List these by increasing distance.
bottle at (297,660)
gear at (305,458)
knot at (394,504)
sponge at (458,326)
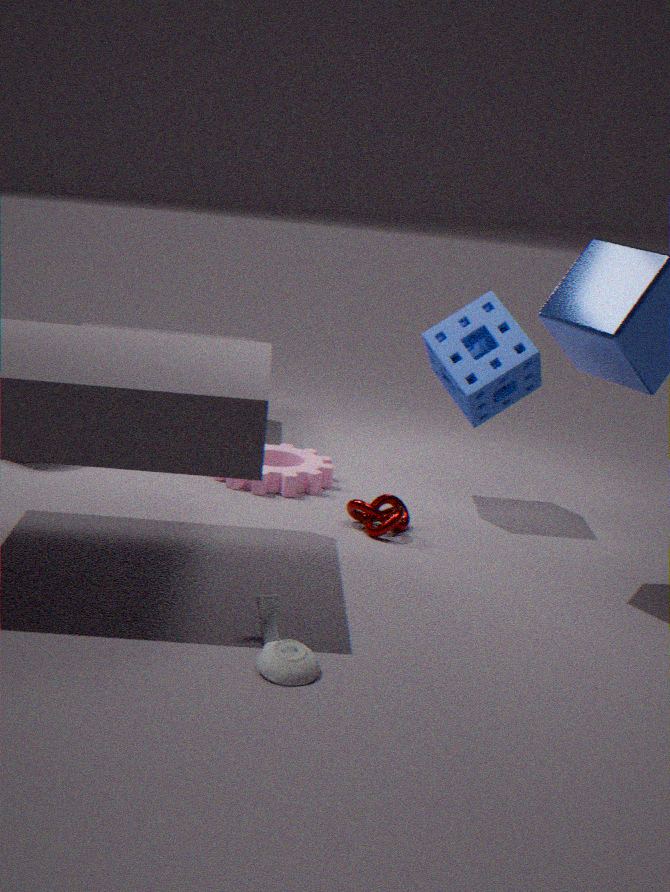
bottle at (297,660) < knot at (394,504) < sponge at (458,326) < gear at (305,458)
